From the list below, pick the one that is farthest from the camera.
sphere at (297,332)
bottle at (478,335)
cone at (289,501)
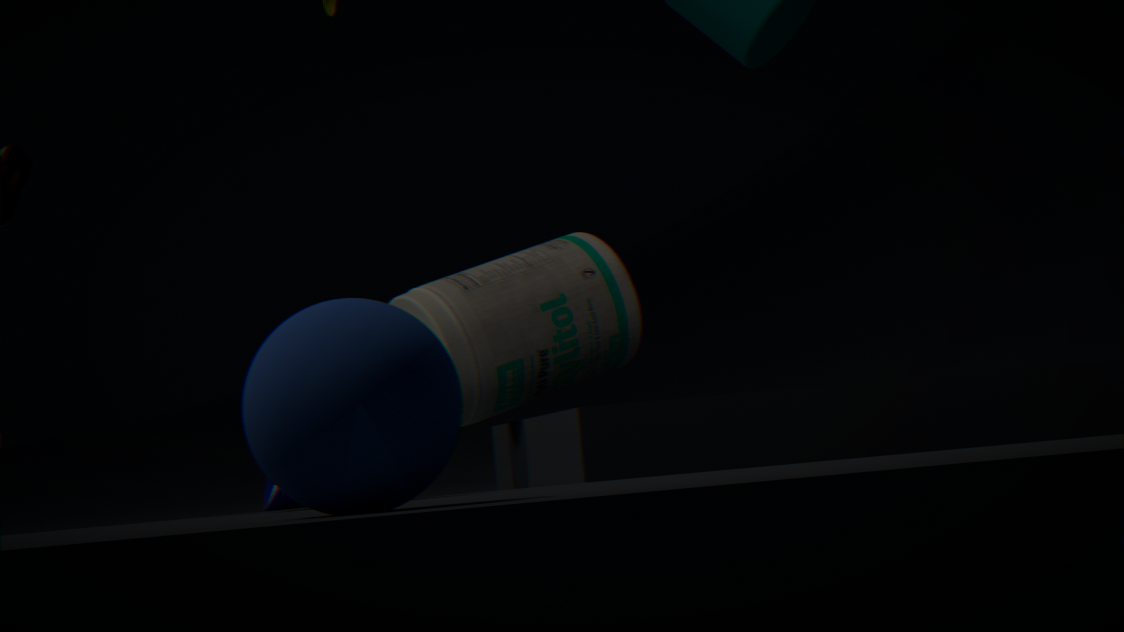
bottle at (478,335)
